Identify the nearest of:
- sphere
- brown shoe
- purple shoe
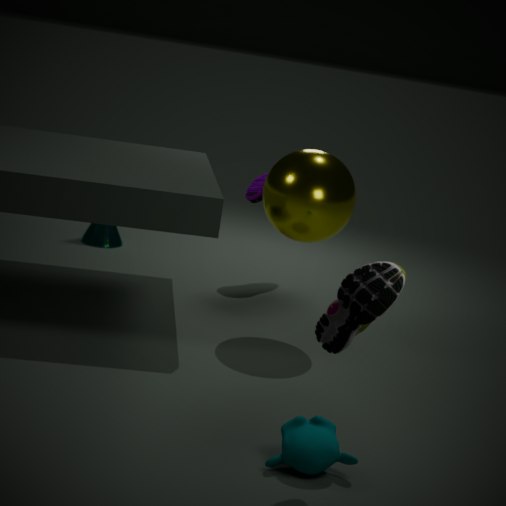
brown shoe
